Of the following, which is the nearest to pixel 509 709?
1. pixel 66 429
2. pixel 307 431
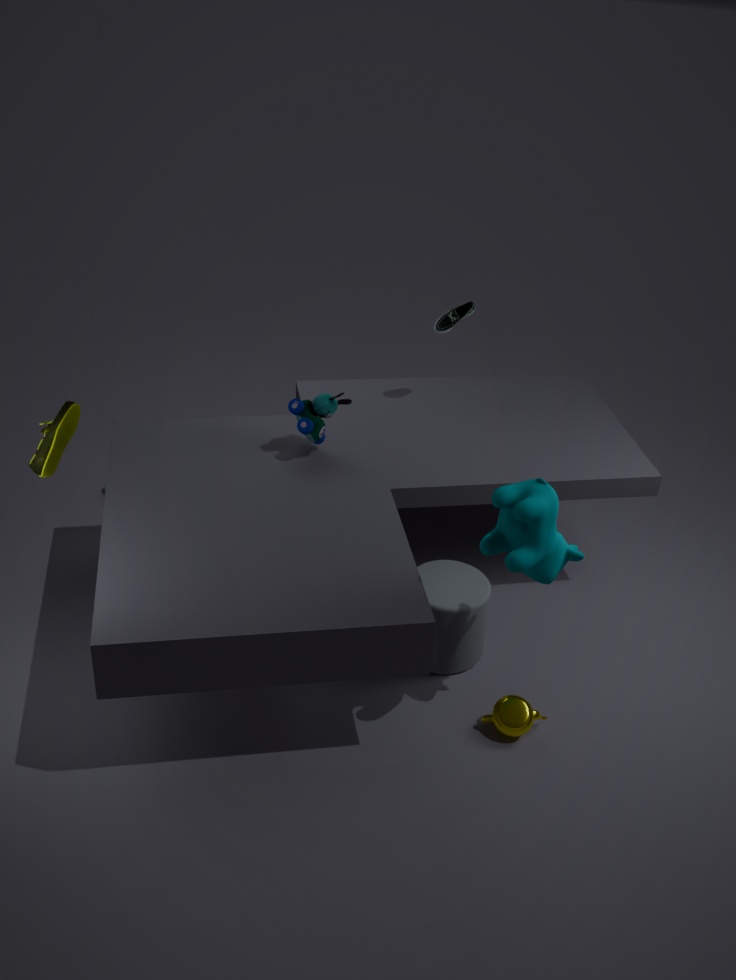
pixel 307 431
